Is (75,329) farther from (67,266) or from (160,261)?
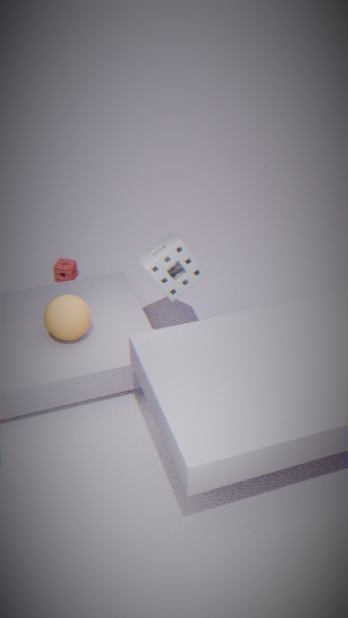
(67,266)
